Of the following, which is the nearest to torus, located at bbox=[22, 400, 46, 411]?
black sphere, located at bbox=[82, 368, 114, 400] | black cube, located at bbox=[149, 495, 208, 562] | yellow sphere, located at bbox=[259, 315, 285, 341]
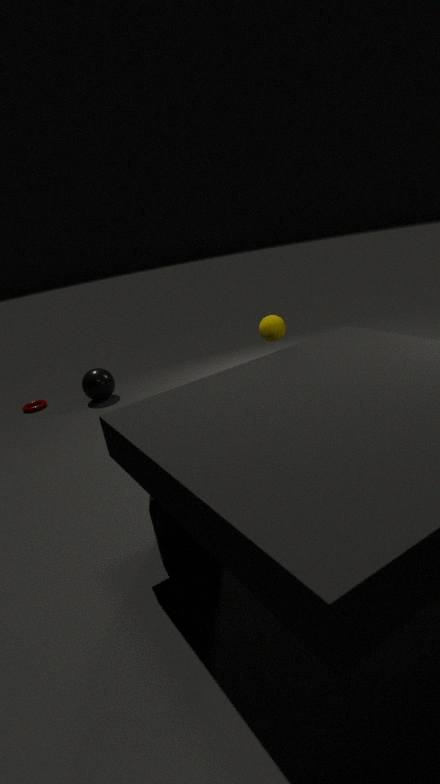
black sphere, located at bbox=[82, 368, 114, 400]
